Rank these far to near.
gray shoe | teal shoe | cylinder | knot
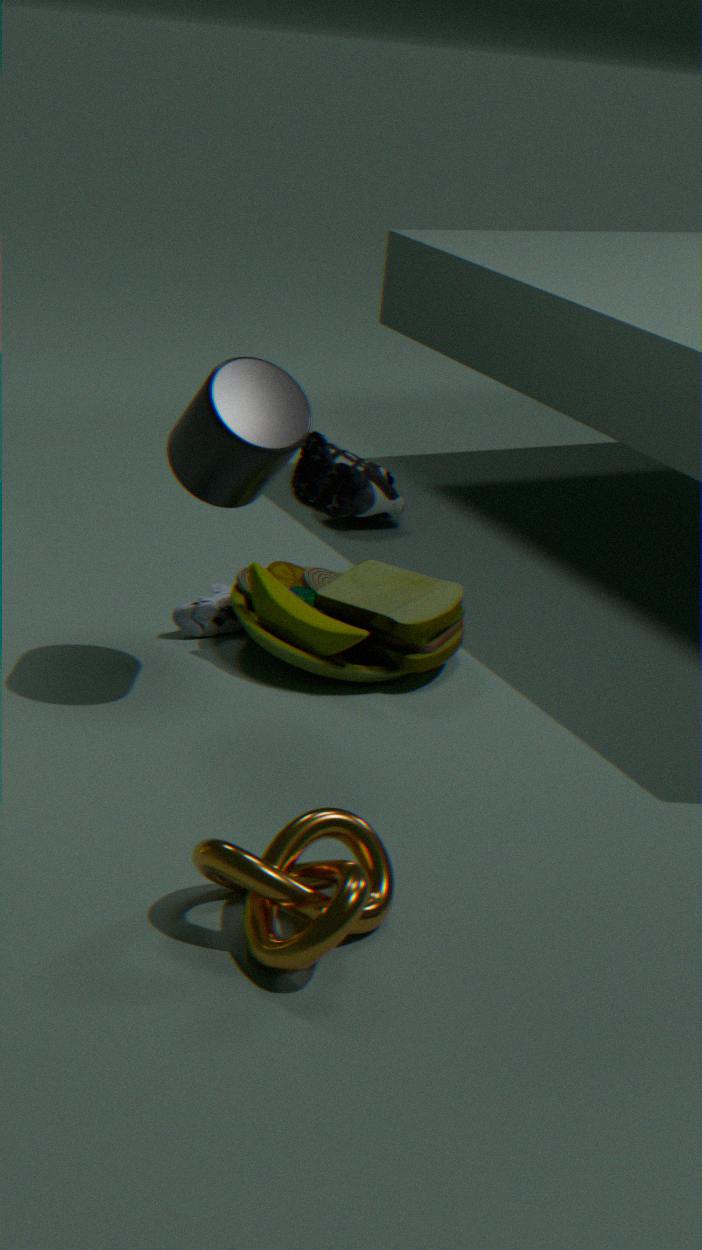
teal shoe
gray shoe
cylinder
knot
